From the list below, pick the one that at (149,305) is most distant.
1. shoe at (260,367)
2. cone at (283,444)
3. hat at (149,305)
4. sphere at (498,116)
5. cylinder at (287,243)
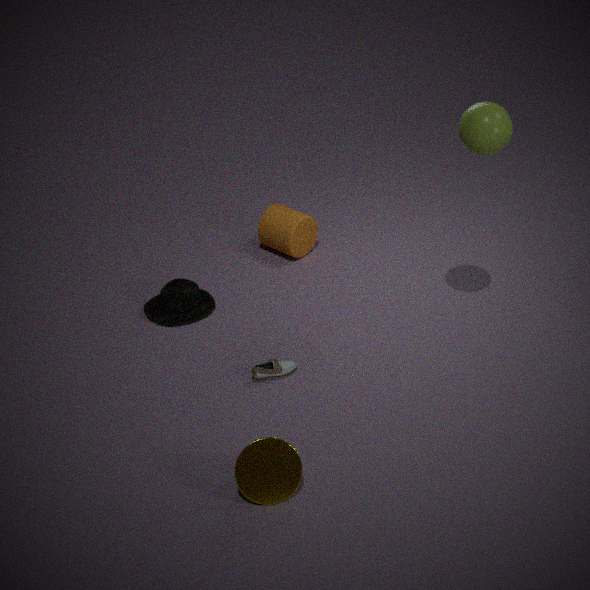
cylinder at (287,243)
